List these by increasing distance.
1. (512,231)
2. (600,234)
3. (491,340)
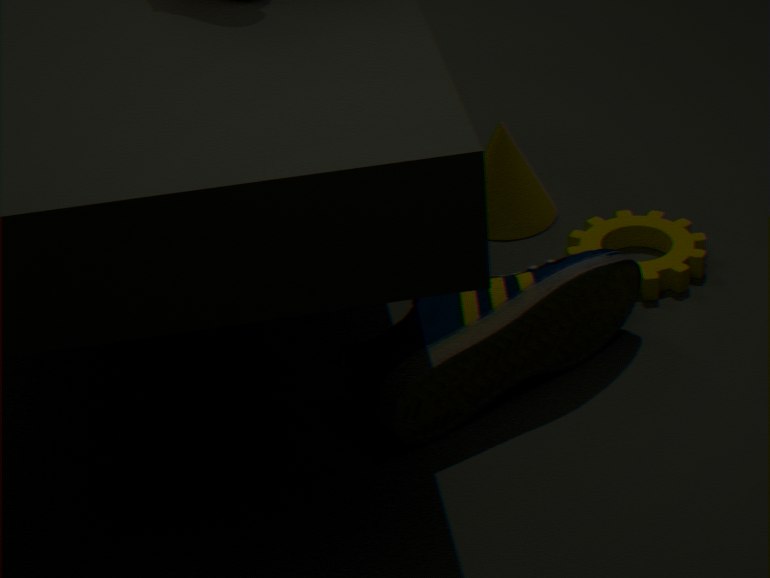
(491,340), (600,234), (512,231)
